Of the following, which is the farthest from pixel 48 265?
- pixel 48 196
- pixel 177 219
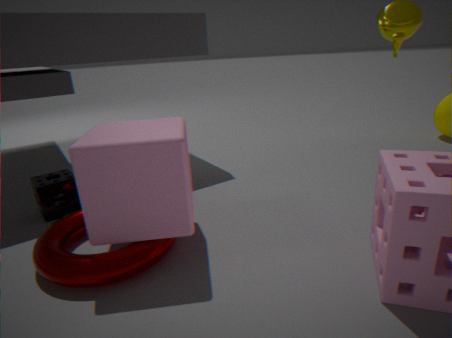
pixel 48 196
